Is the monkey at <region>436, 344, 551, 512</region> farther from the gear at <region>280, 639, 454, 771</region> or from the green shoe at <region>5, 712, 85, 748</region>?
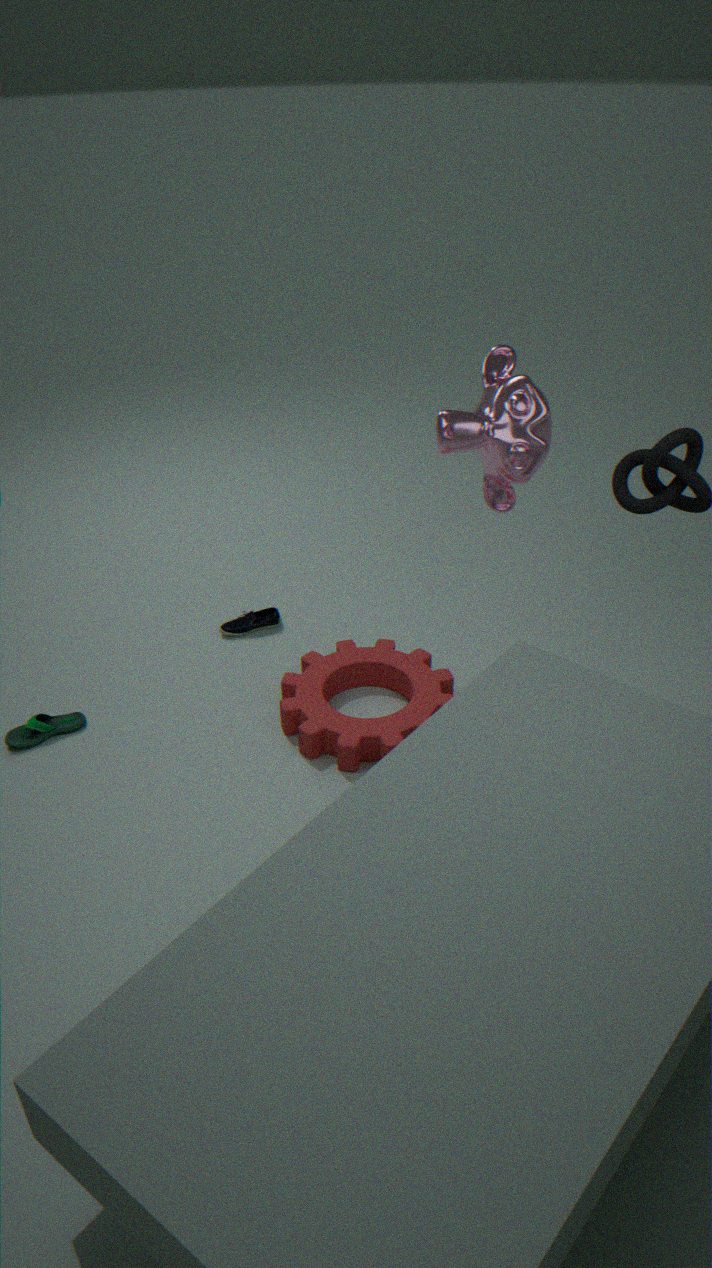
the green shoe at <region>5, 712, 85, 748</region>
